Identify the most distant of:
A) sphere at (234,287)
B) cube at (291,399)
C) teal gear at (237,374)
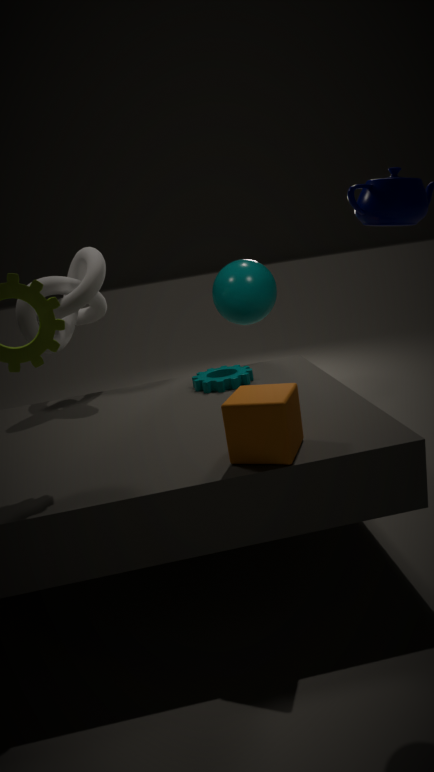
sphere at (234,287)
